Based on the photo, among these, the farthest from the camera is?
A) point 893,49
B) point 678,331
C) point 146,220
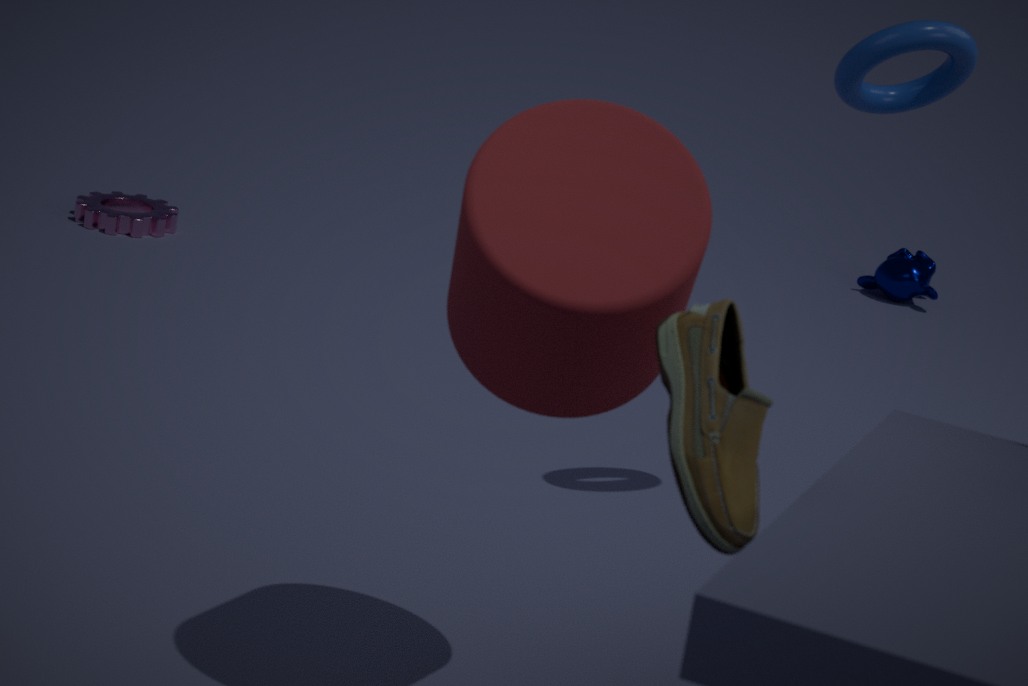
point 146,220
